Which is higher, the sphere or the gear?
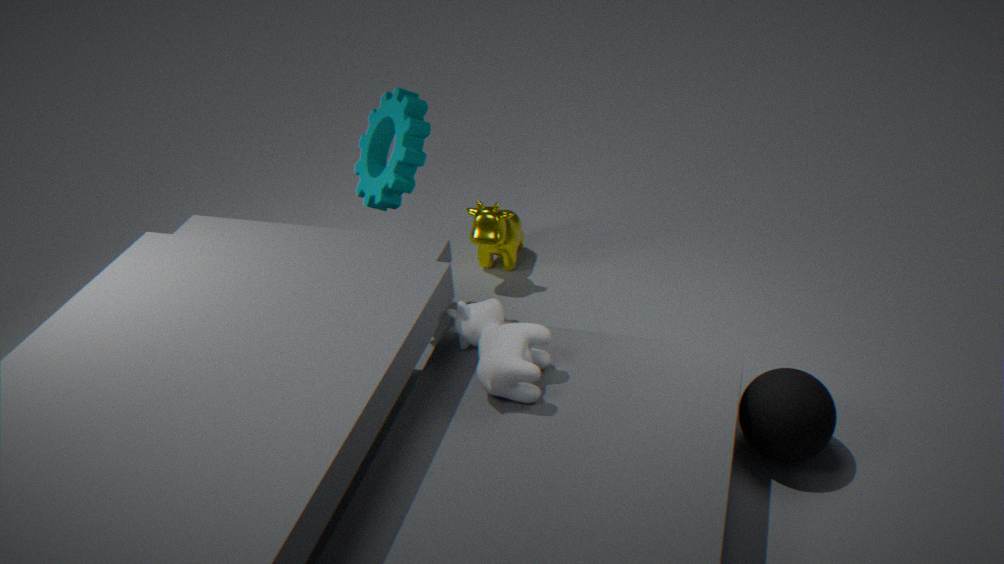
the gear
